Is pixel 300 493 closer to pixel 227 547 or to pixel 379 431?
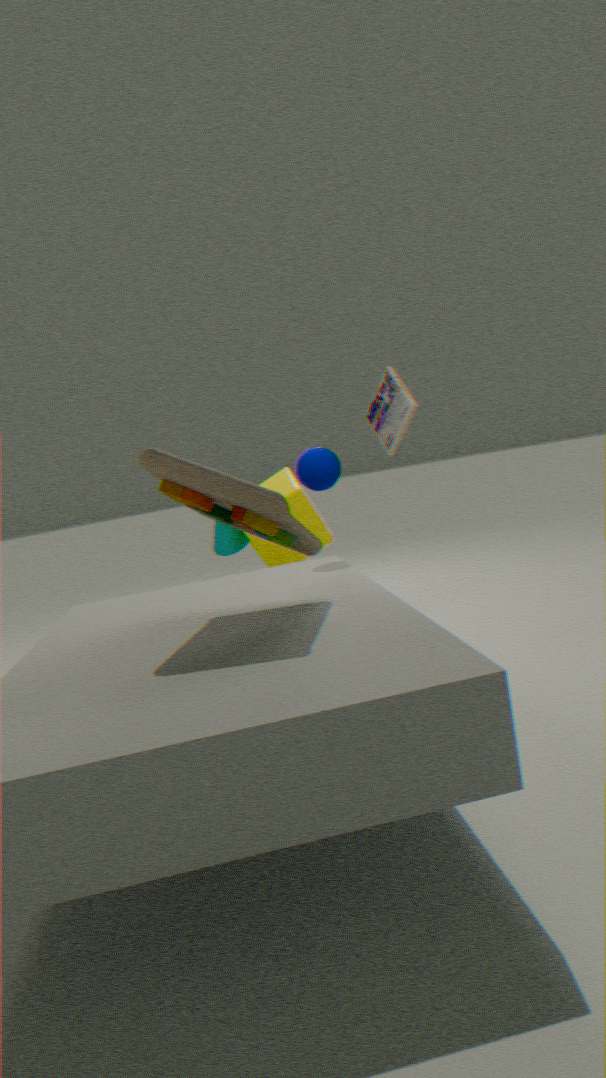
pixel 227 547
